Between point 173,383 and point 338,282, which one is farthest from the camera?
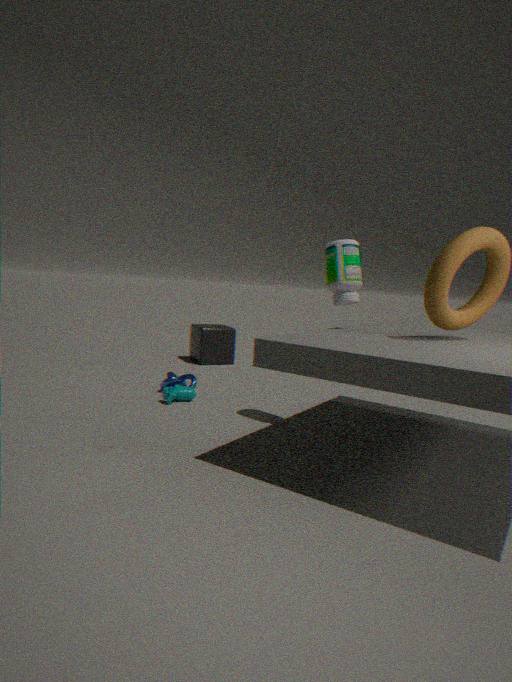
point 173,383
